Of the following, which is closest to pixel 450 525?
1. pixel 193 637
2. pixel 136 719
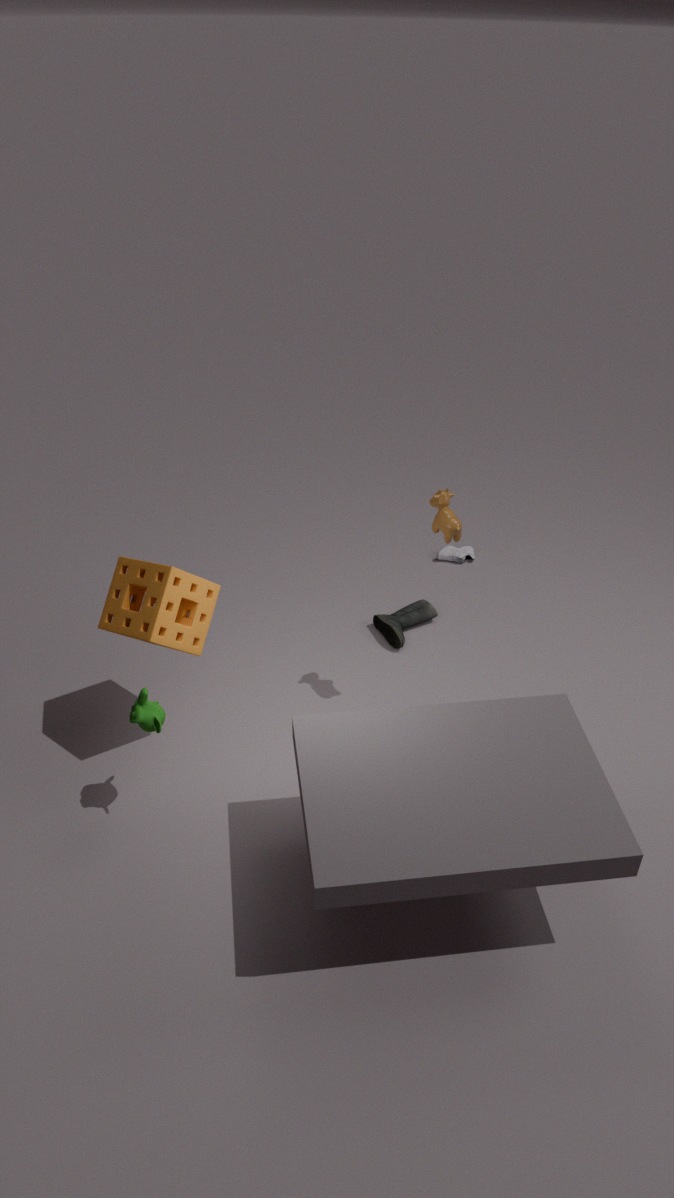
pixel 193 637
